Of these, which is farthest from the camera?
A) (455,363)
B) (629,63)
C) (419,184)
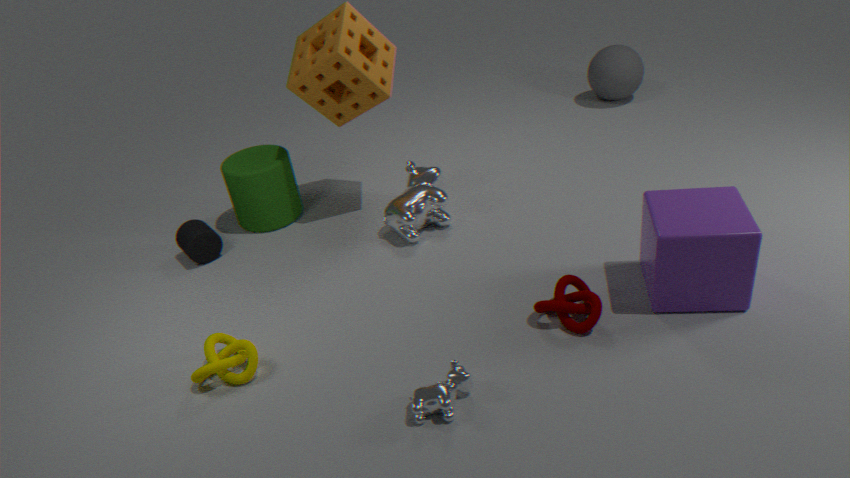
(629,63)
